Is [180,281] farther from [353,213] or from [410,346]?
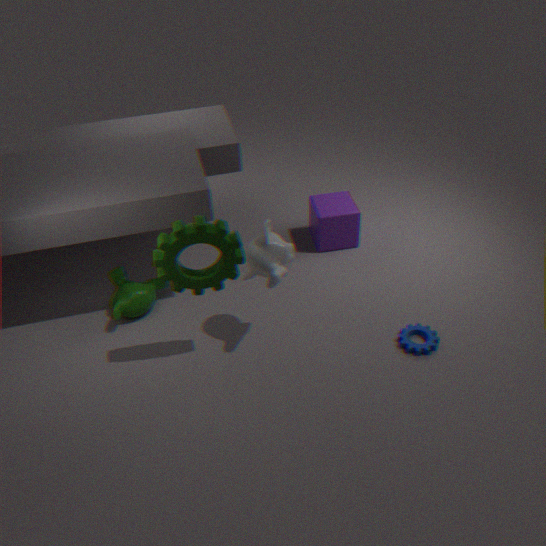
[353,213]
